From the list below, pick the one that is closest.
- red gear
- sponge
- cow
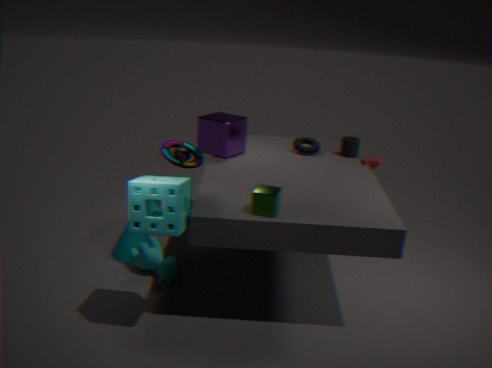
sponge
